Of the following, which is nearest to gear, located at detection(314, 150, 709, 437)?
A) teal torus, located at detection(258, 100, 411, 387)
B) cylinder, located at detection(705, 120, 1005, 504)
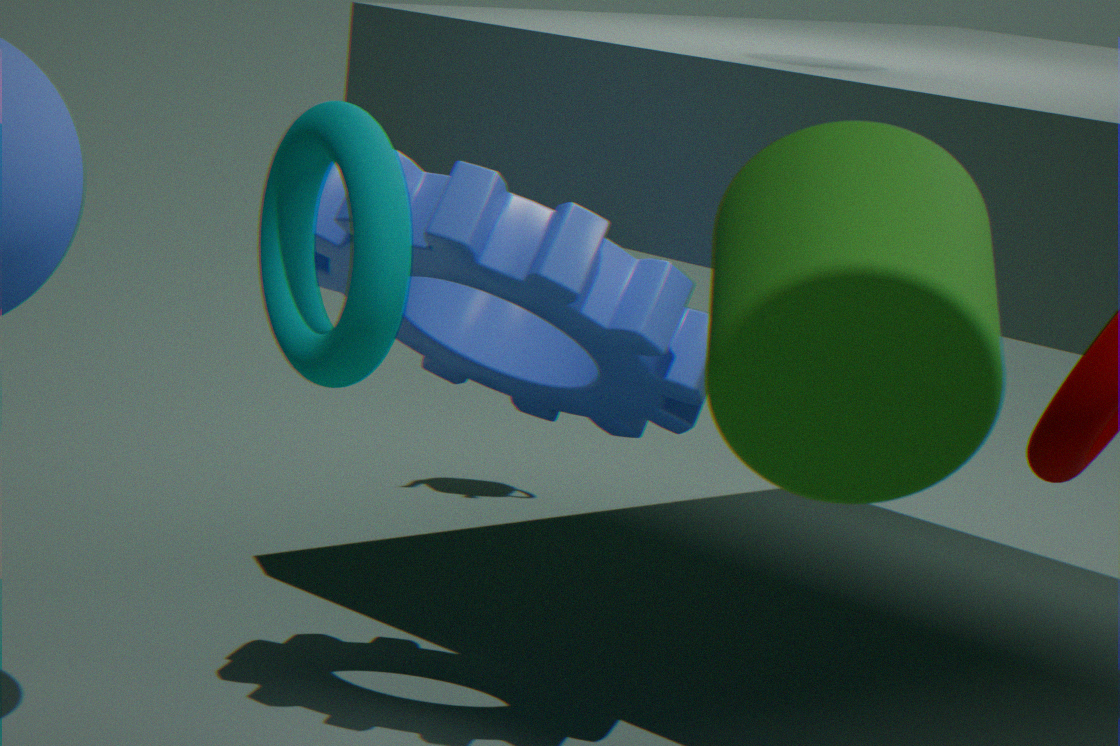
teal torus, located at detection(258, 100, 411, 387)
